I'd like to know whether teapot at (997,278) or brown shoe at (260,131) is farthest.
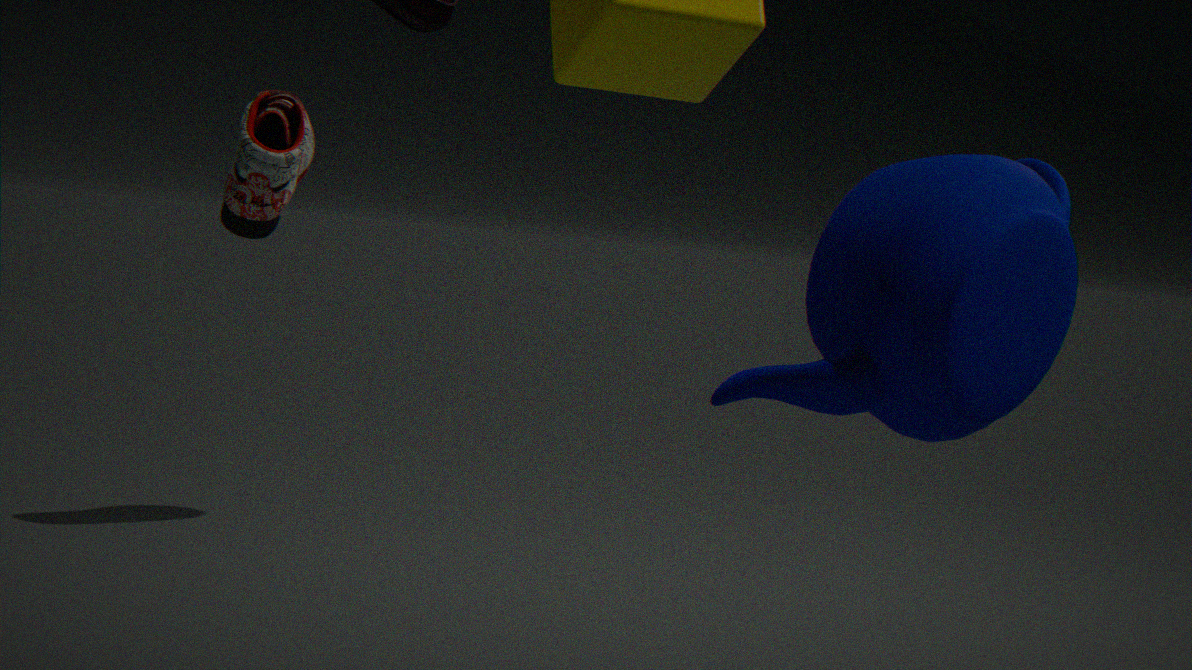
teapot at (997,278)
